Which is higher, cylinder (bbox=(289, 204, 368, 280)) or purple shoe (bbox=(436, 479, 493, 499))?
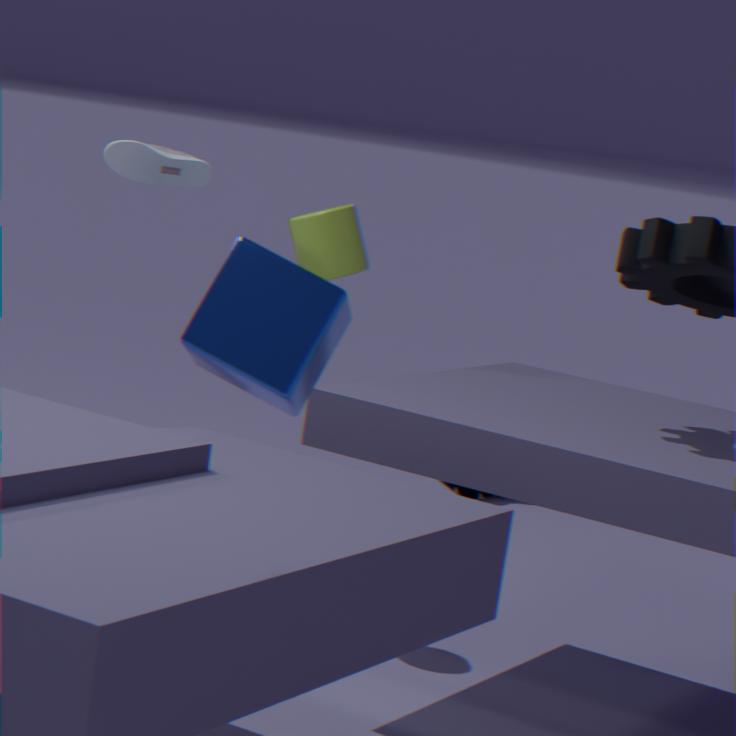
cylinder (bbox=(289, 204, 368, 280))
